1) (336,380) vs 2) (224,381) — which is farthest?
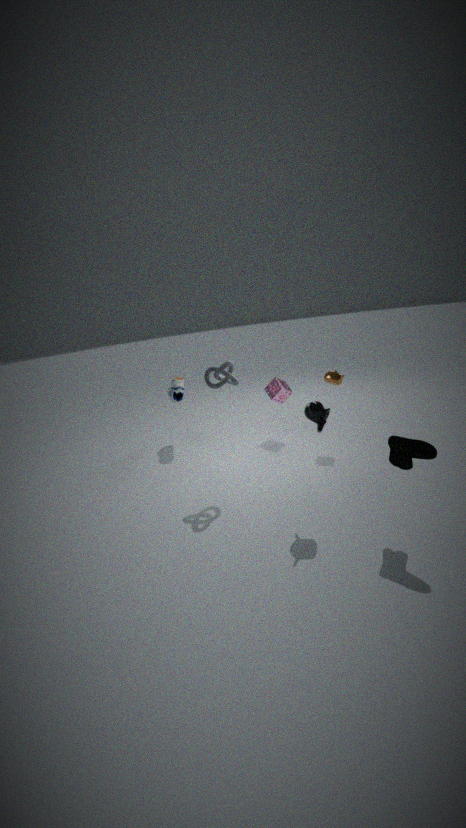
1. (336,380)
